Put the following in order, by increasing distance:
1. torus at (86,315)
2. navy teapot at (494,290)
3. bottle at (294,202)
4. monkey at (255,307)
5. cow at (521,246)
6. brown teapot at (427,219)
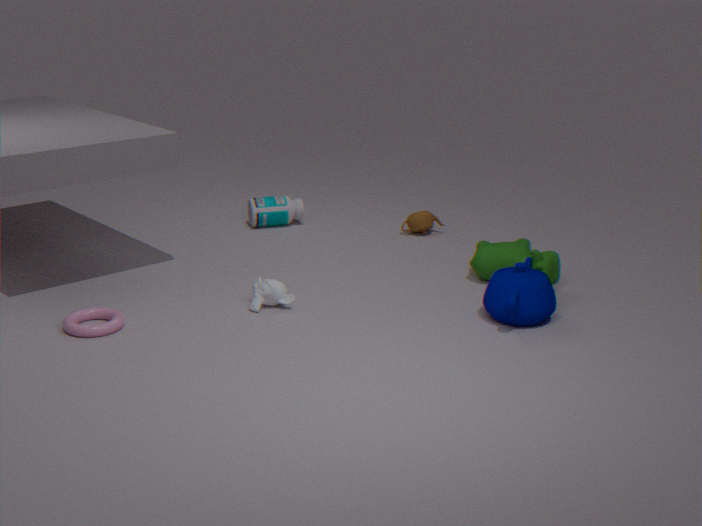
torus at (86,315) < navy teapot at (494,290) < monkey at (255,307) < cow at (521,246) < brown teapot at (427,219) < bottle at (294,202)
